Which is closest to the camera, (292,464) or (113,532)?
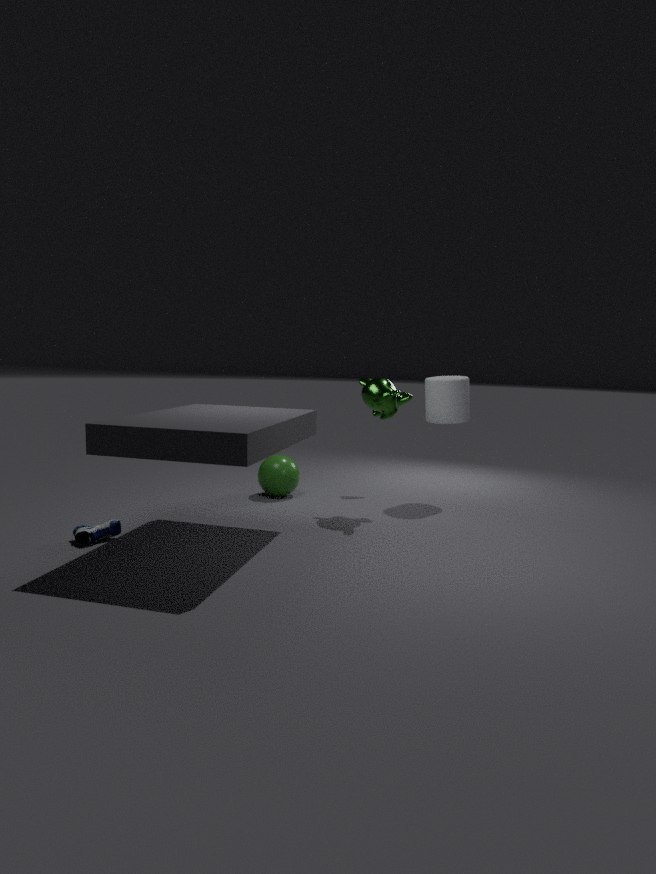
(113,532)
